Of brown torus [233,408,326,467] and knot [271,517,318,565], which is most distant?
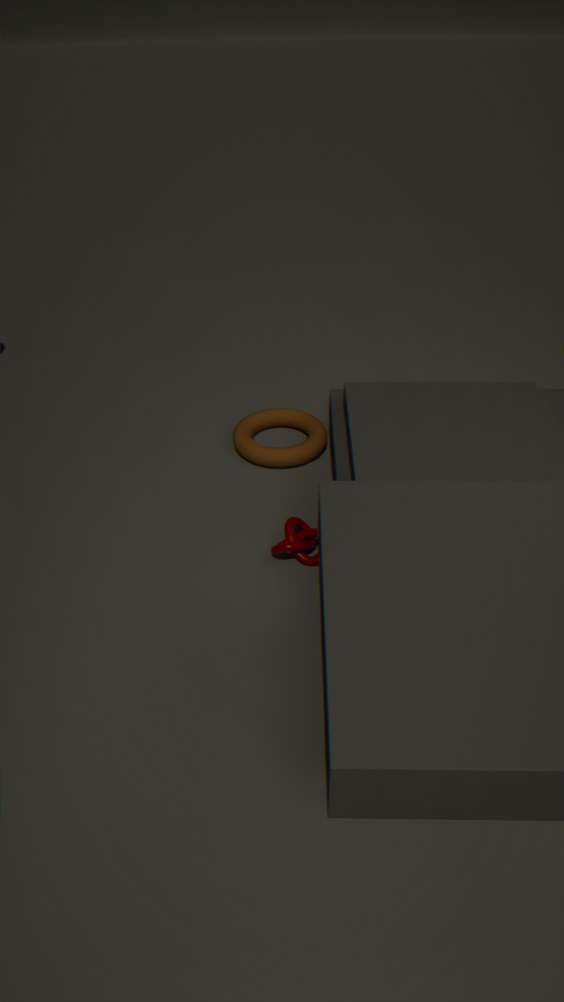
brown torus [233,408,326,467]
